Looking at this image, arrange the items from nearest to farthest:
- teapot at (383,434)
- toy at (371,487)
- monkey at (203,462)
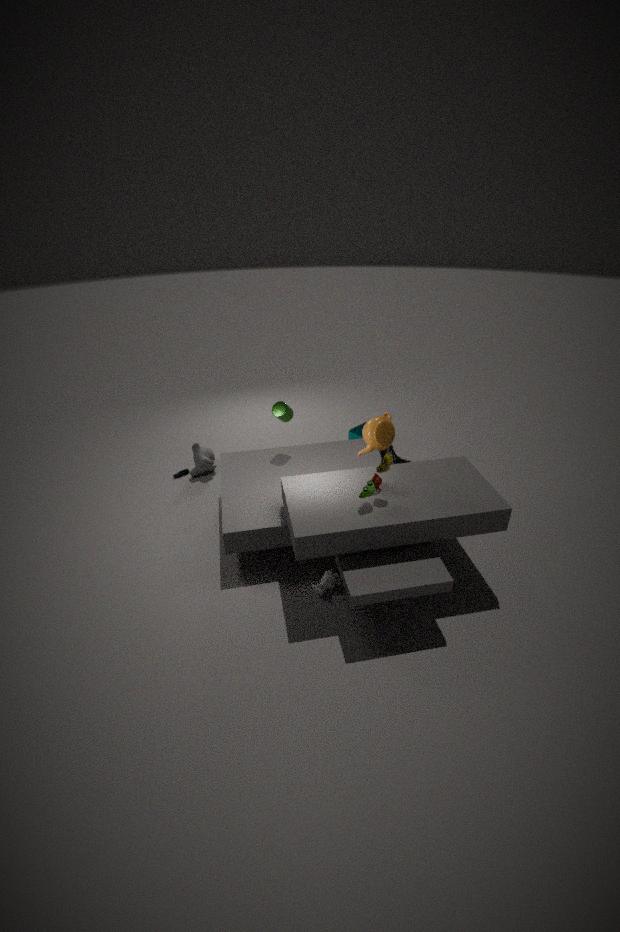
toy at (371,487) < teapot at (383,434) < monkey at (203,462)
